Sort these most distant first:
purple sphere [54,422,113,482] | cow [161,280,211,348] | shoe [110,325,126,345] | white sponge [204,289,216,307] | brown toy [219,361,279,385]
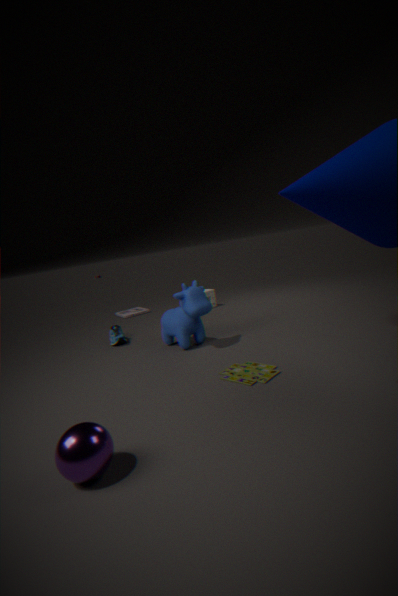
white sponge [204,289,216,307]
shoe [110,325,126,345]
cow [161,280,211,348]
brown toy [219,361,279,385]
purple sphere [54,422,113,482]
